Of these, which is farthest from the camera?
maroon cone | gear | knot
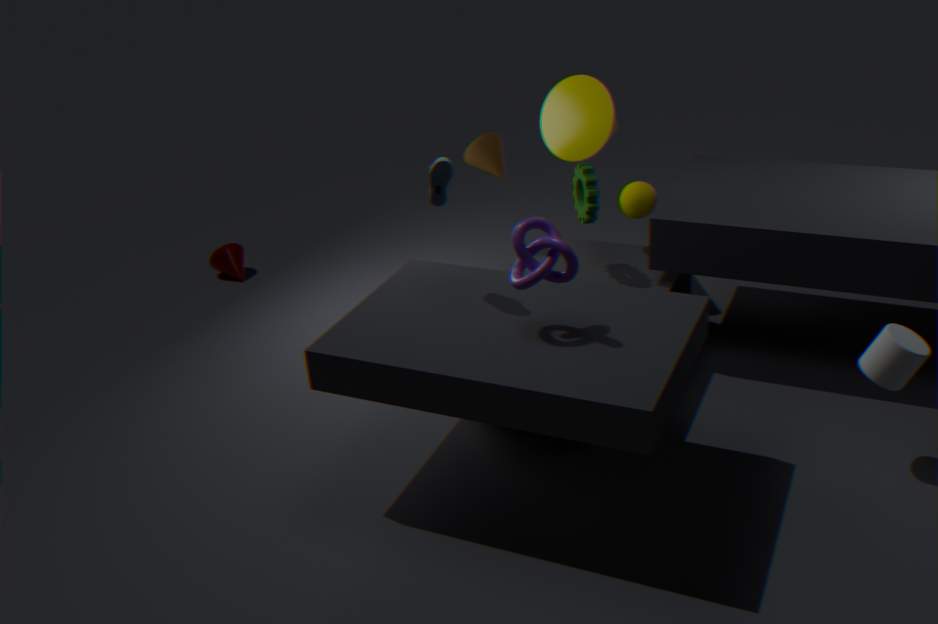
maroon cone
